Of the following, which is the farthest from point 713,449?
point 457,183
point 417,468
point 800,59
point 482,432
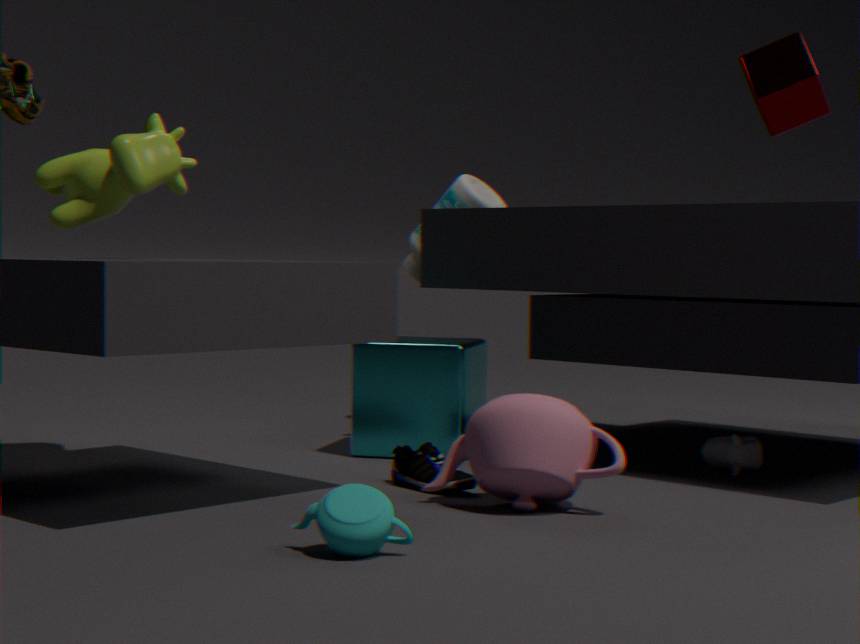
point 457,183
